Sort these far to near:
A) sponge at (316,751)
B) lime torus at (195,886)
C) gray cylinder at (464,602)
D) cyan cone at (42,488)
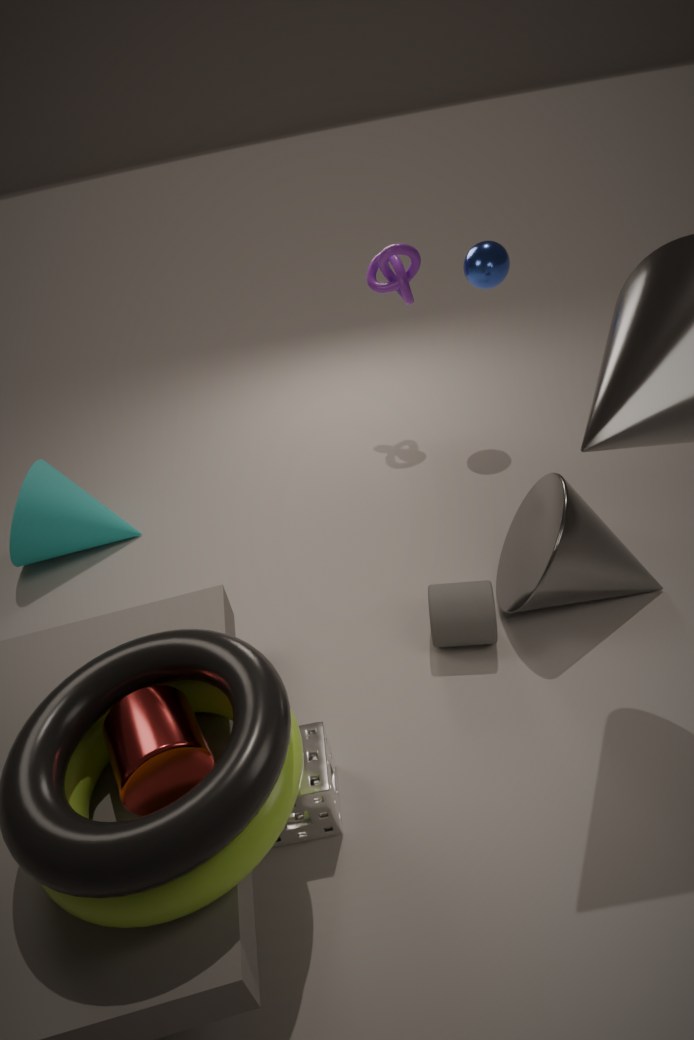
cyan cone at (42,488) < gray cylinder at (464,602) < sponge at (316,751) < lime torus at (195,886)
